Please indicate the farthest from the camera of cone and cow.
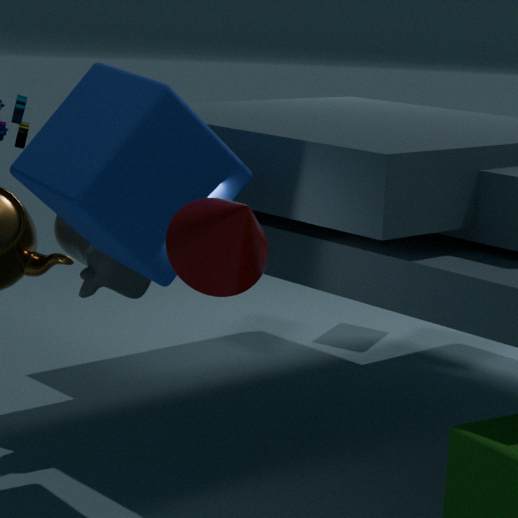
cow
